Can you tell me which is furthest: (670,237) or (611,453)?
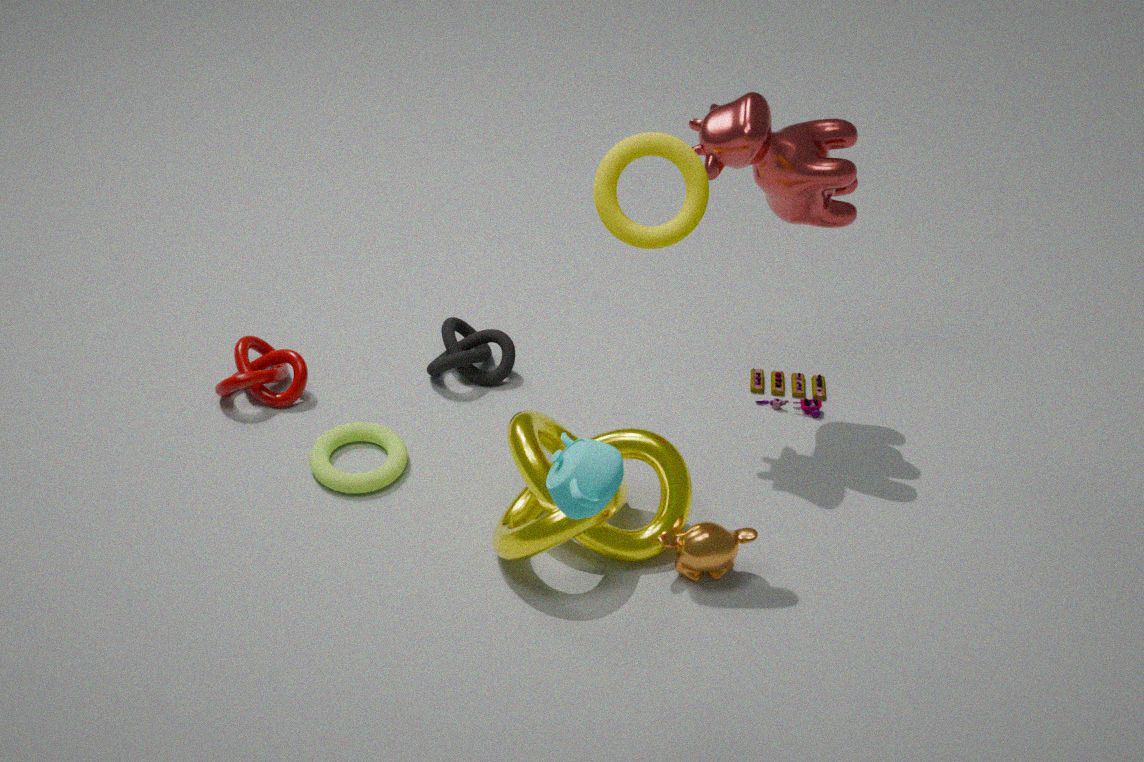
(670,237)
